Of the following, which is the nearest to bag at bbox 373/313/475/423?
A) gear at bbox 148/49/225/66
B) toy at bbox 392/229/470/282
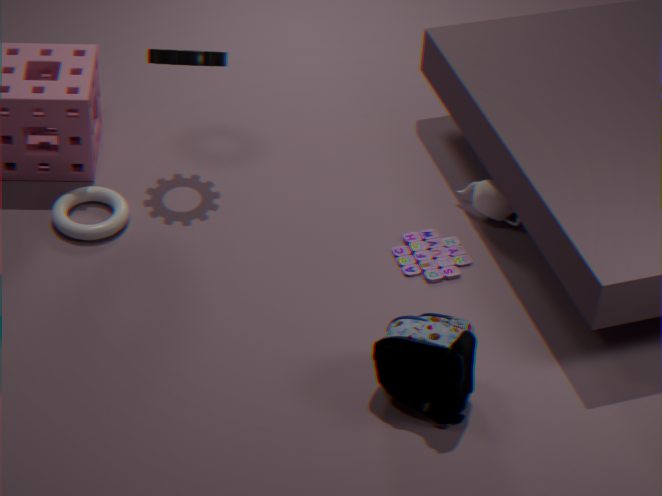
toy at bbox 392/229/470/282
